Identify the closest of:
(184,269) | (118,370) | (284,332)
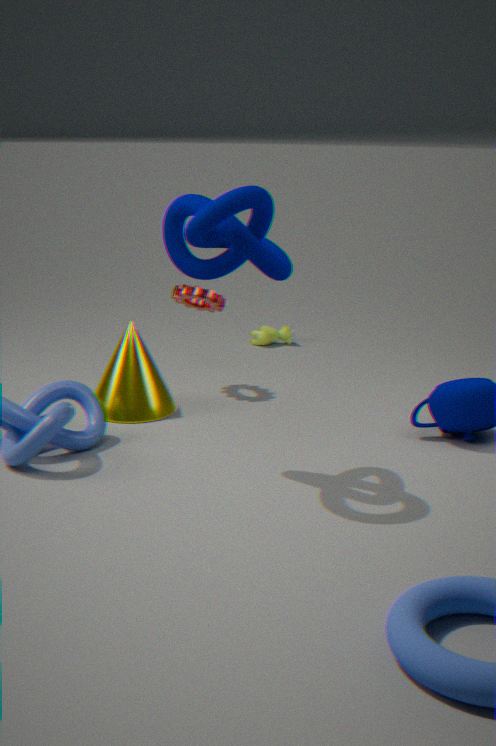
(184,269)
